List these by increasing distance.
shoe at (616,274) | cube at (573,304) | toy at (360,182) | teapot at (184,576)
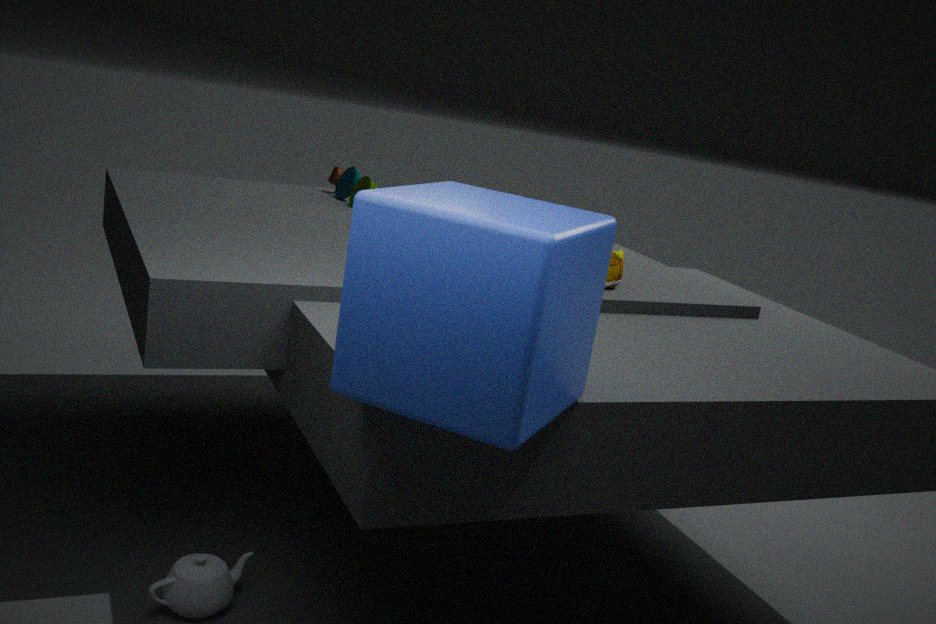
cube at (573,304), teapot at (184,576), shoe at (616,274), toy at (360,182)
